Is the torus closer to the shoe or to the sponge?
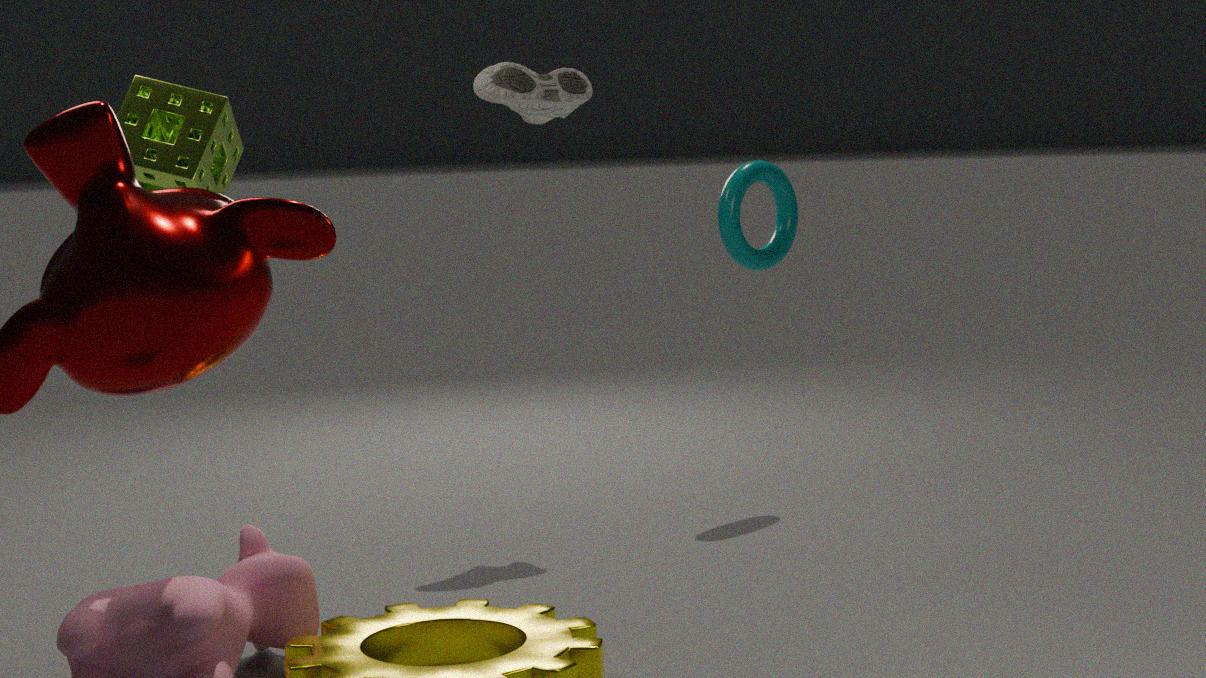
the shoe
